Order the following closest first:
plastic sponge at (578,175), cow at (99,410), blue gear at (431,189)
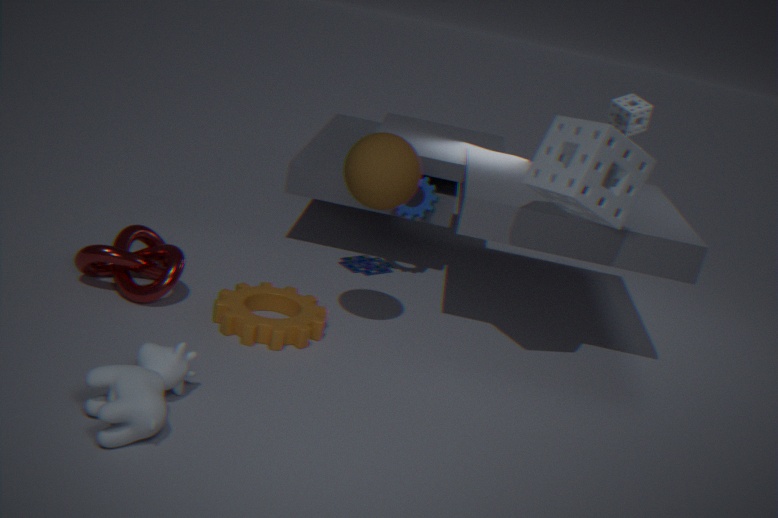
cow at (99,410) < plastic sponge at (578,175) < blue gear at (431,189)
